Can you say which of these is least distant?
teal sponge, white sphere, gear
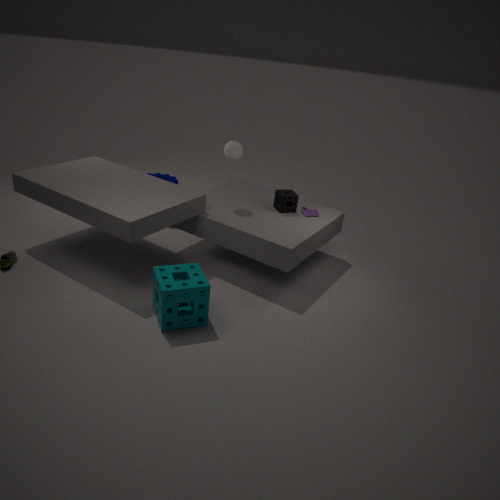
teal sponge
